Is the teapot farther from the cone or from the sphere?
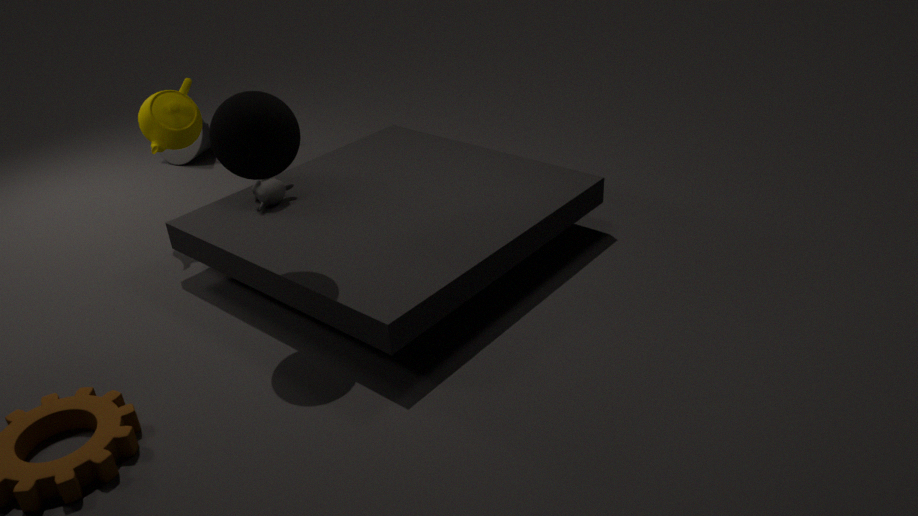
the sphere
